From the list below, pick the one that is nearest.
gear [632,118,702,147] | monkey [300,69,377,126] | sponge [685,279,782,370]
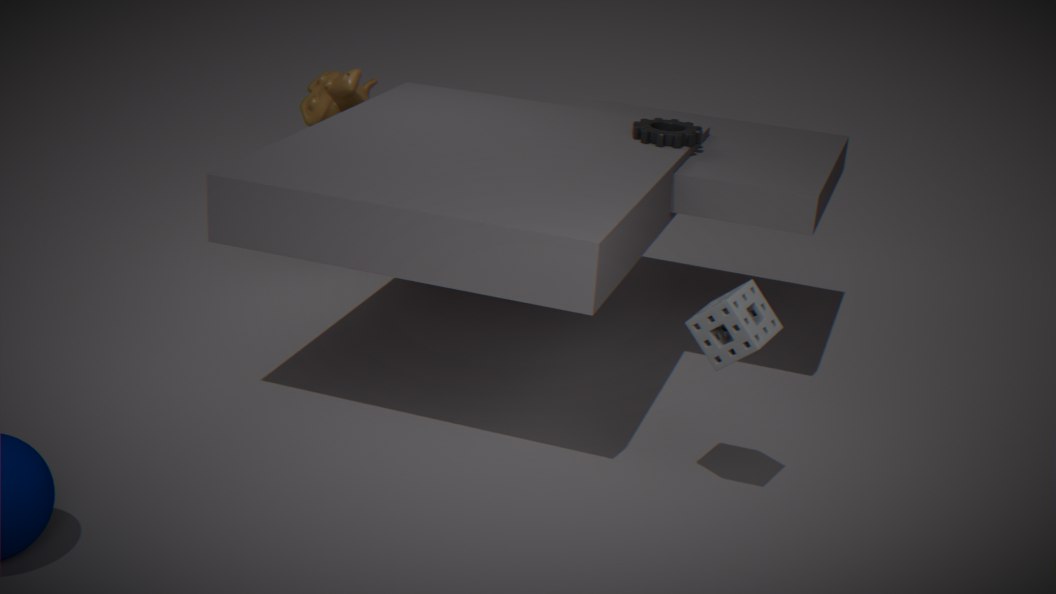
sponge [685,279,782,370]
